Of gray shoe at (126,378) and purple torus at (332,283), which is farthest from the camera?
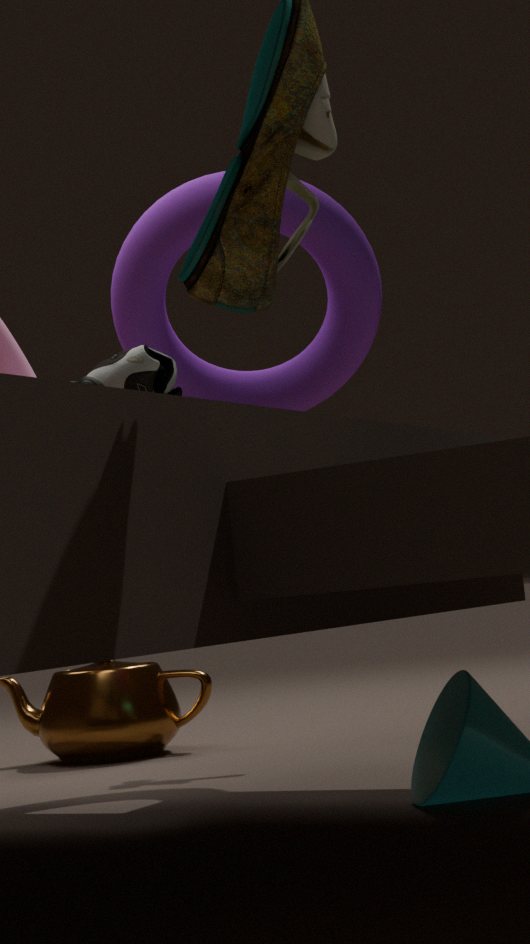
purple torus at (332,283)
